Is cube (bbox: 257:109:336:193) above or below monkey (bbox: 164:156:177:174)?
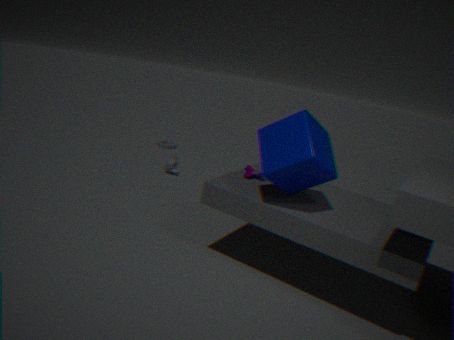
above
